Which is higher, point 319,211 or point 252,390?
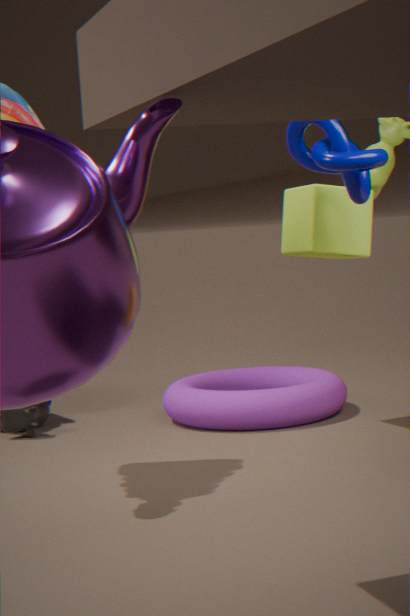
point 319,211
